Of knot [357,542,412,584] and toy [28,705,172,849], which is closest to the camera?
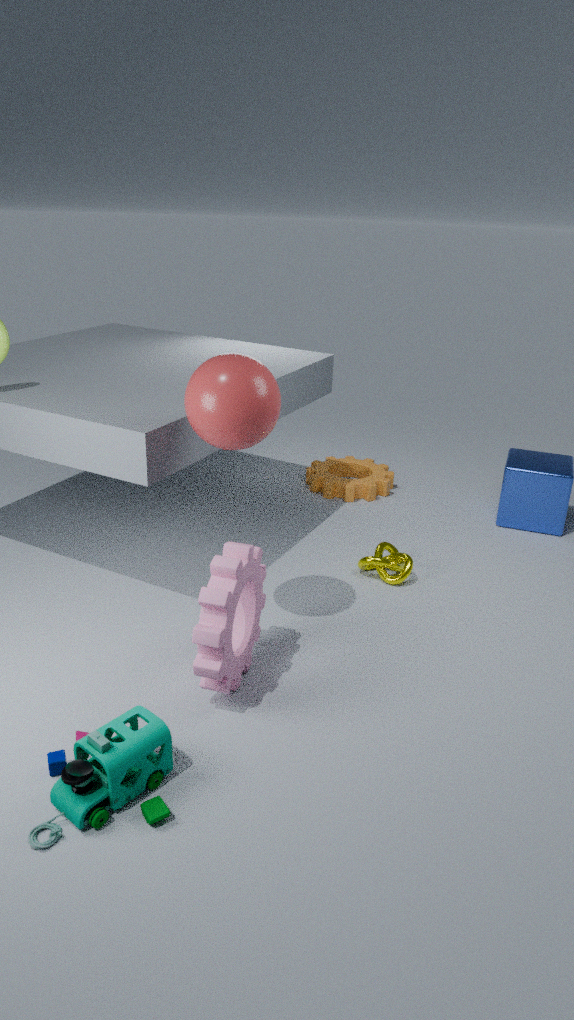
toy [28,705,172,849]
